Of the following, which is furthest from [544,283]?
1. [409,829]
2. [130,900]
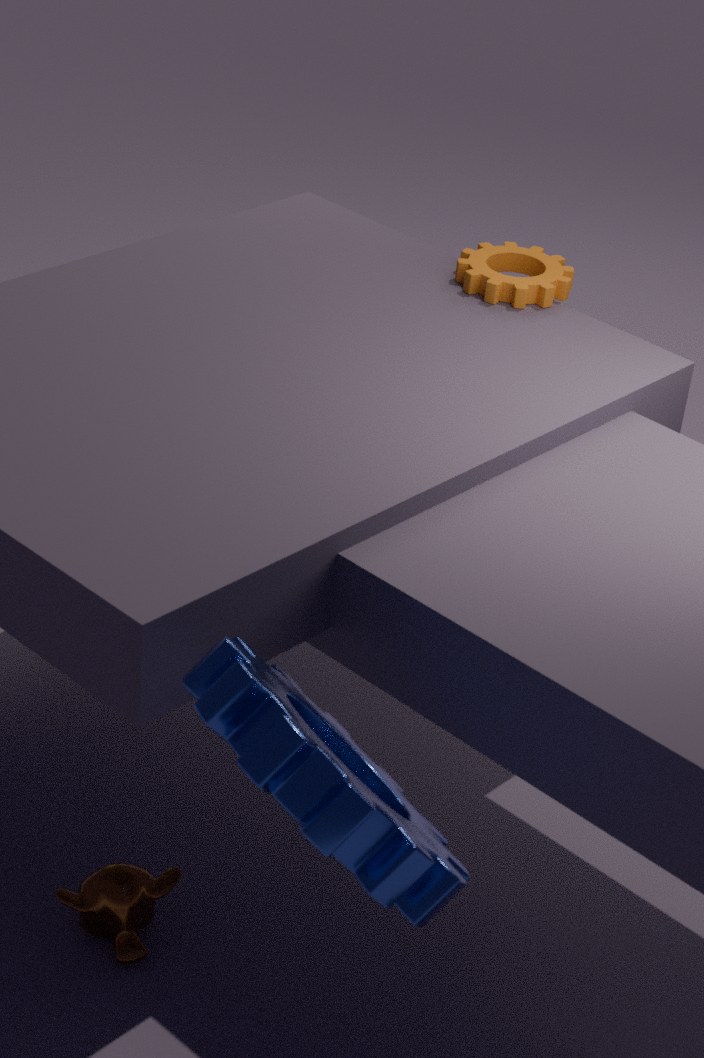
[409,829]
